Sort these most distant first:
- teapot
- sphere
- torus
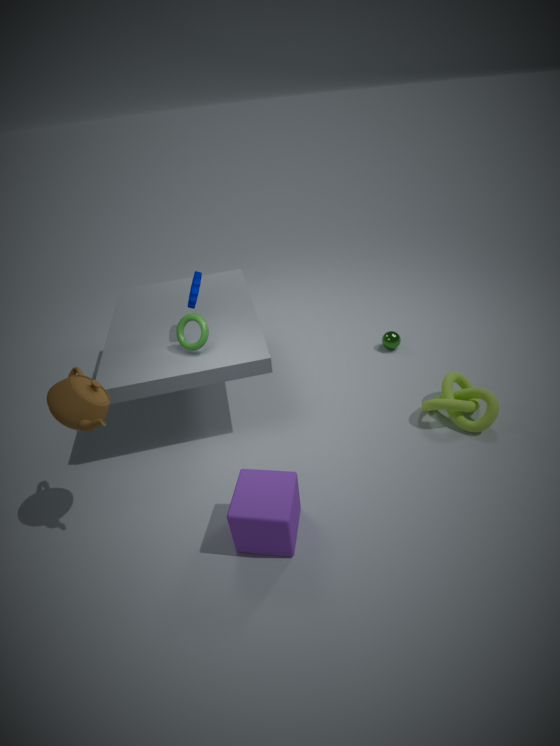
sphere, torus, teapot
